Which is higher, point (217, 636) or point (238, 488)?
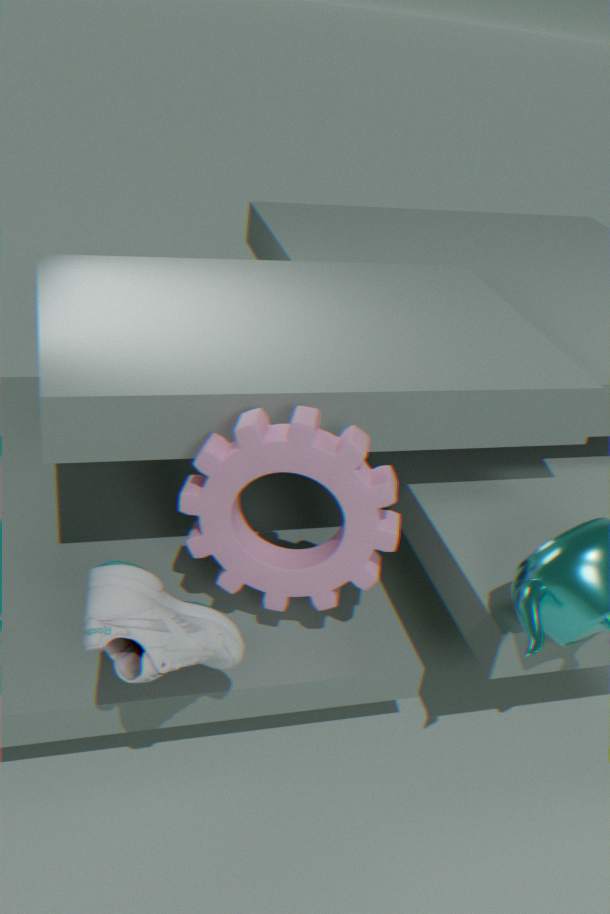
point (238, 488)
